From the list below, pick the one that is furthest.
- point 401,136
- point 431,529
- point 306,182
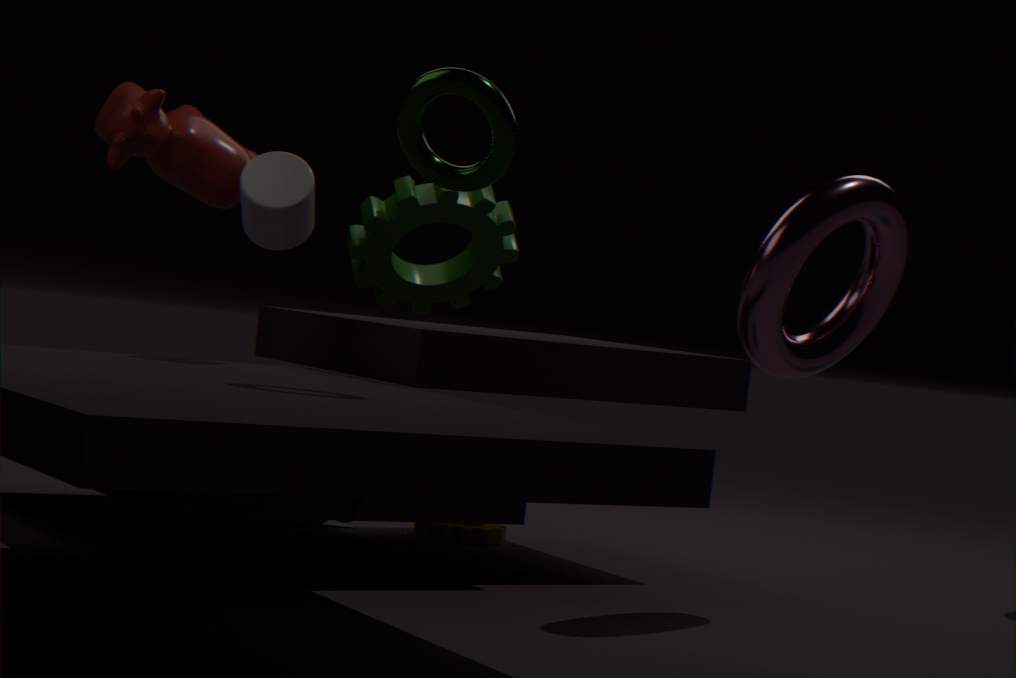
point 431,529
